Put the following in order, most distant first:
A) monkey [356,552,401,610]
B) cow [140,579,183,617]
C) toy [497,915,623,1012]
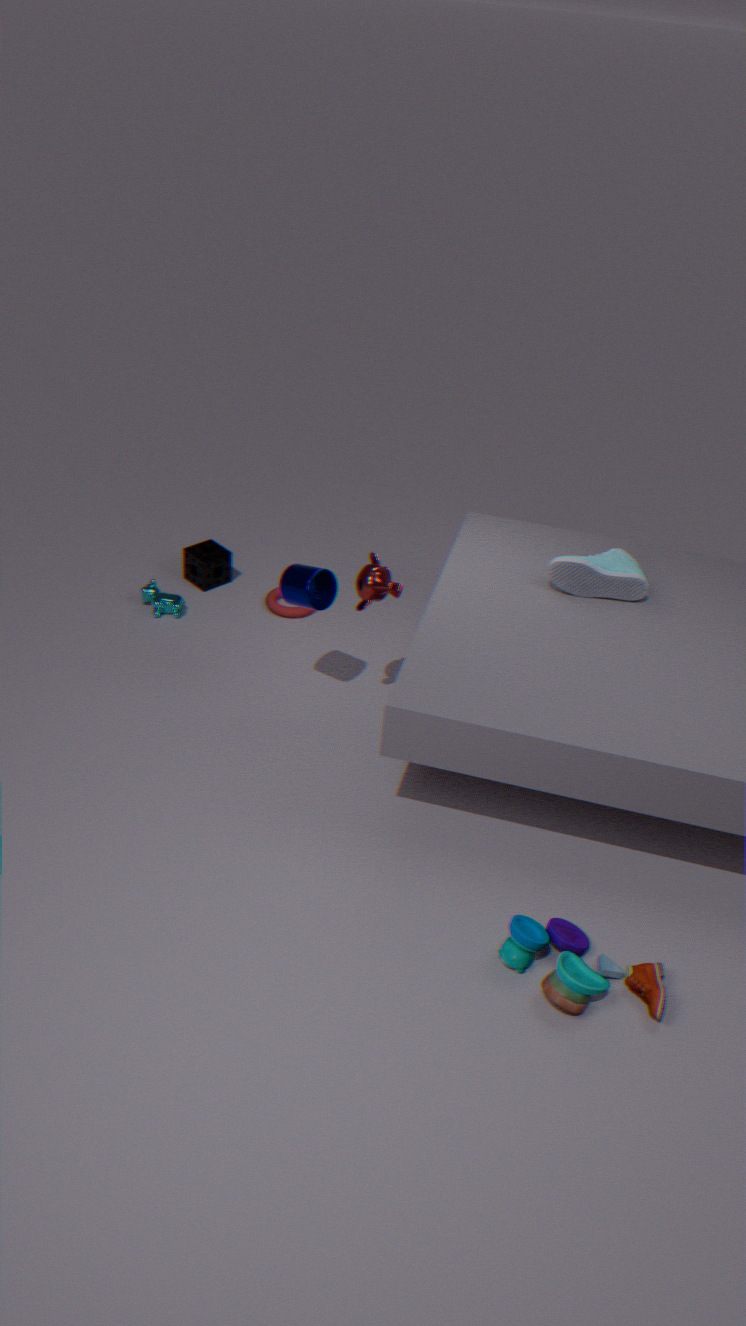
1. cow [140,579,183,617]
2. monkey [356,552,401,610]
3. toy [497,915,623,1012]
